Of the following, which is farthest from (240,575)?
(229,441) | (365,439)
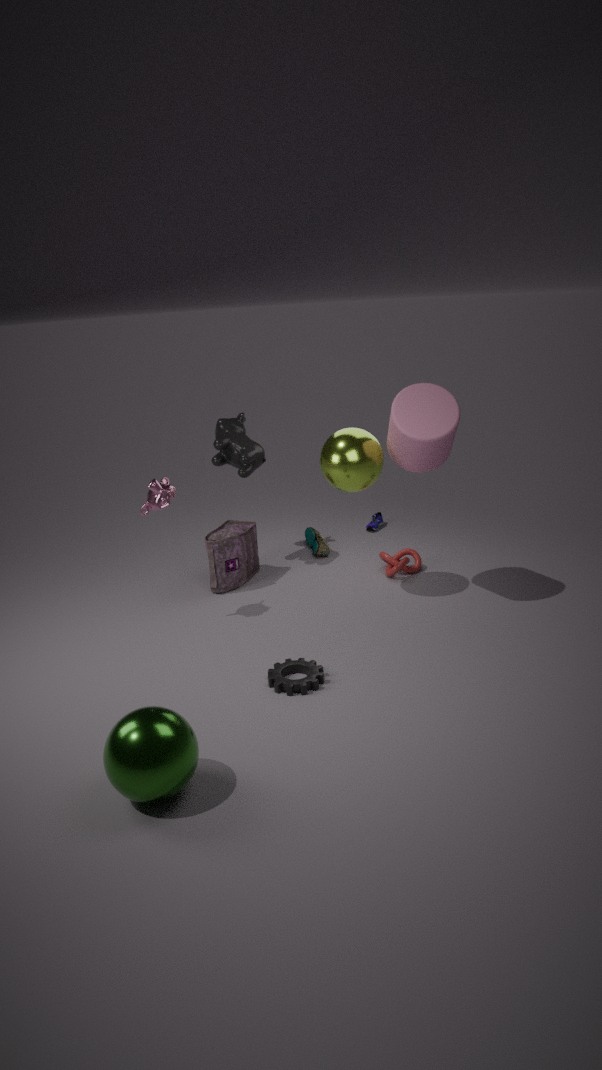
(365,439)
